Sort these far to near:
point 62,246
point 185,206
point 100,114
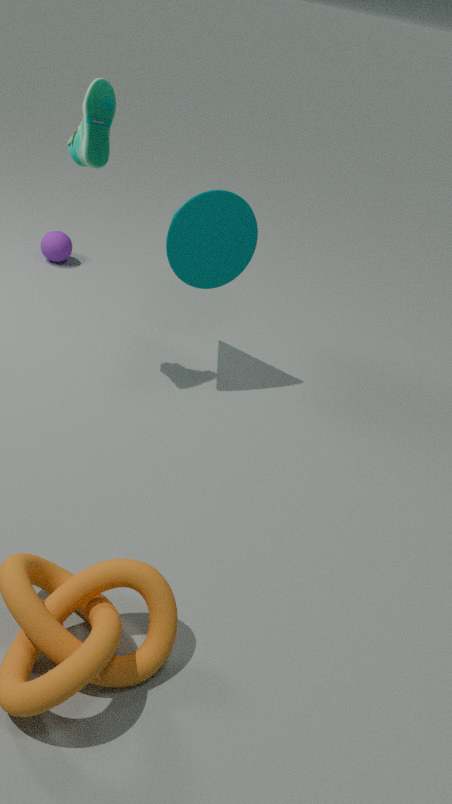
point 62,246 → point 185,206 → point 100,114
